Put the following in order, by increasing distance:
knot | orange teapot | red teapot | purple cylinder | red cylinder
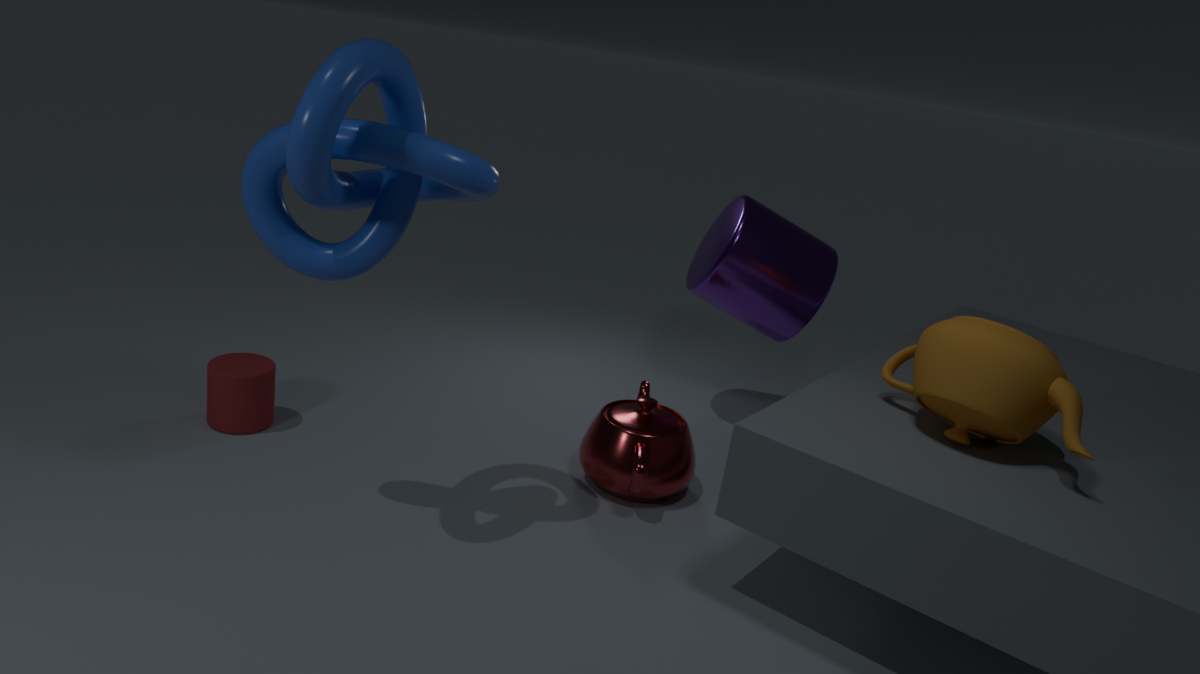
knot → orange teapot → red teapot → red cylinder → purple cylinder
